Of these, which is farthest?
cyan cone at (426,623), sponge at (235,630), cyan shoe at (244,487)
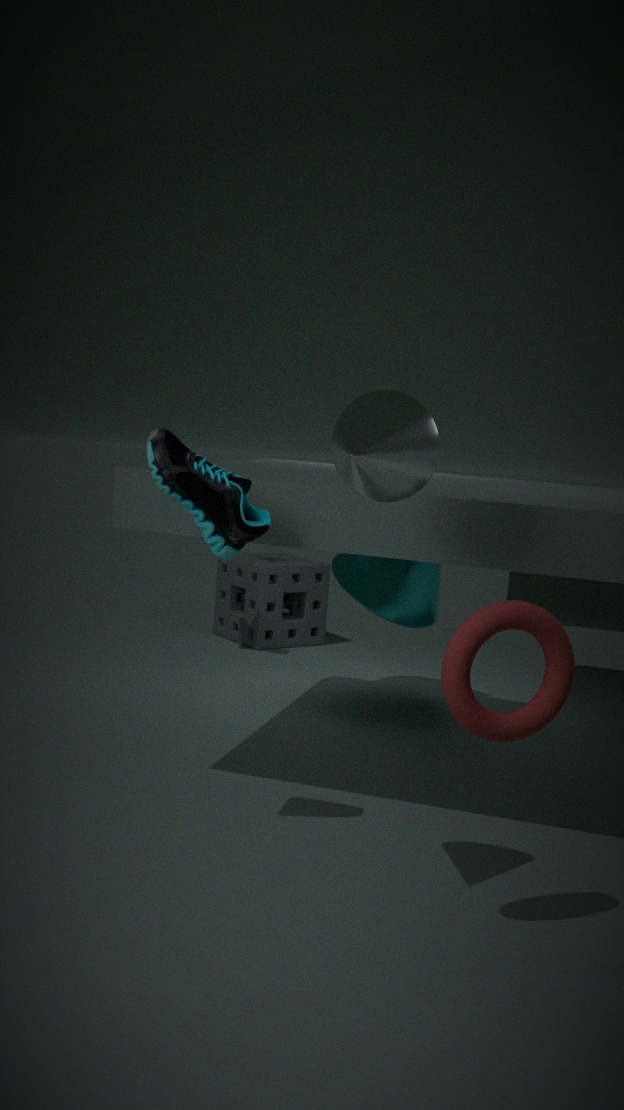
sponge at (235,630)
